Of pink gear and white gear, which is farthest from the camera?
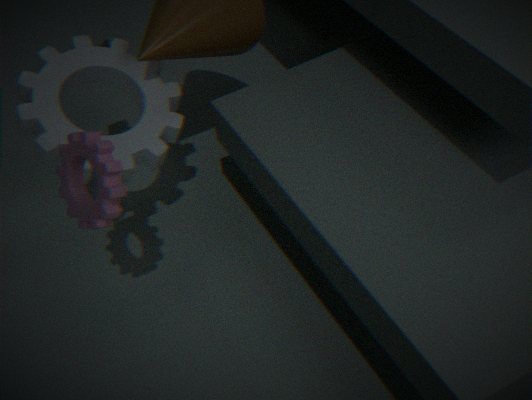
white gear
